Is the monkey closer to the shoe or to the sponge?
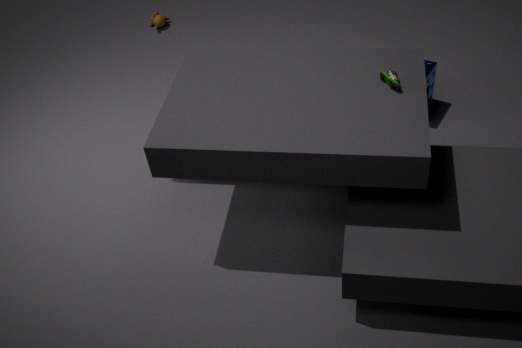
the sponge
